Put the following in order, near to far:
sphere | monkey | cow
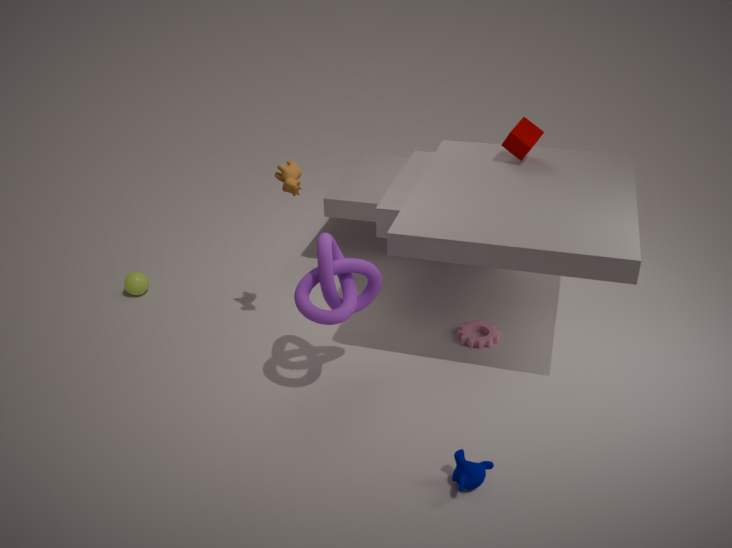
monkey < cow < sphere
